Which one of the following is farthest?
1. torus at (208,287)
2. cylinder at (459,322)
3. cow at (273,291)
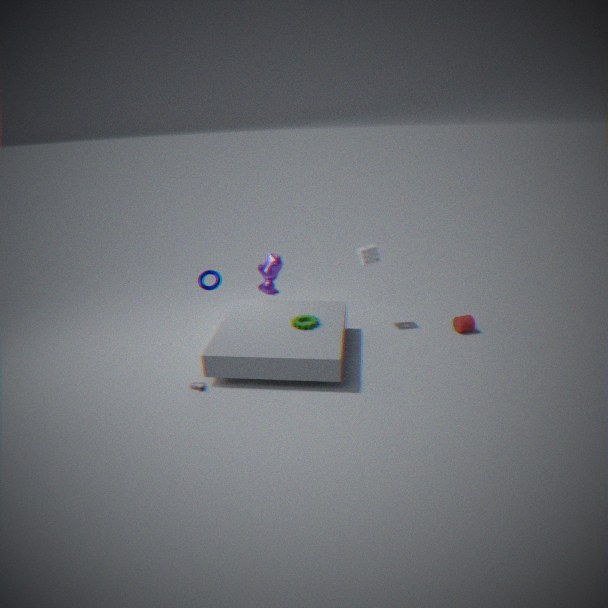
torus at (208,287)
